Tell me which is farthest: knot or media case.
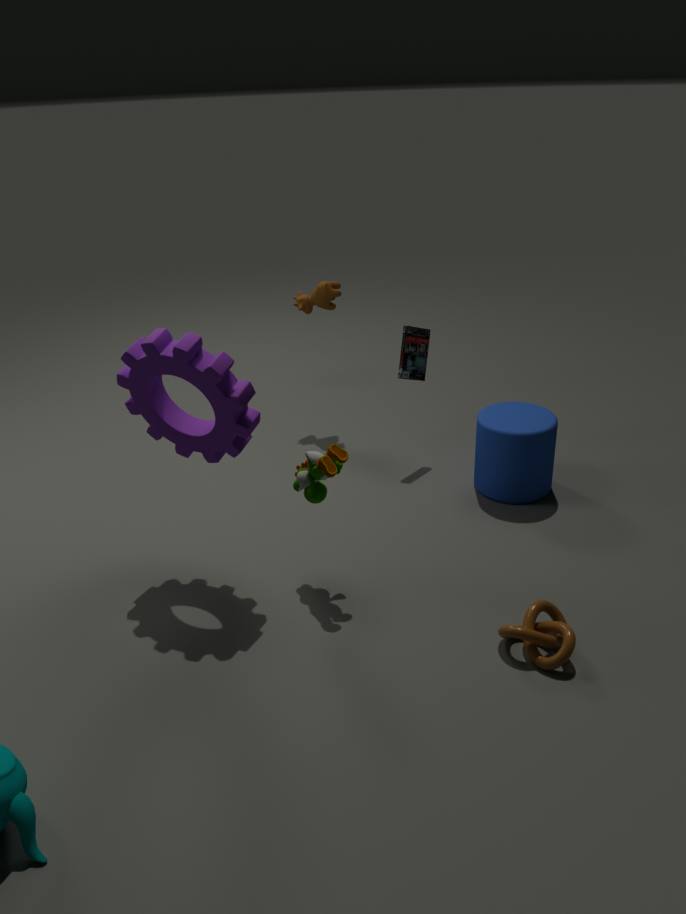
media case
